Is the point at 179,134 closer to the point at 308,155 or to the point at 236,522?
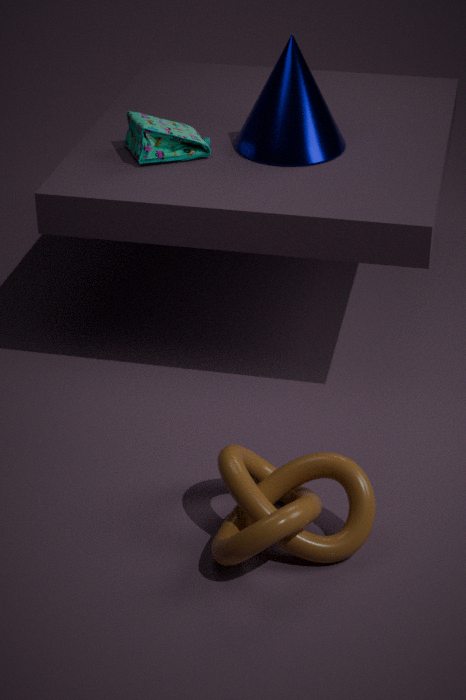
the point at 308,155
